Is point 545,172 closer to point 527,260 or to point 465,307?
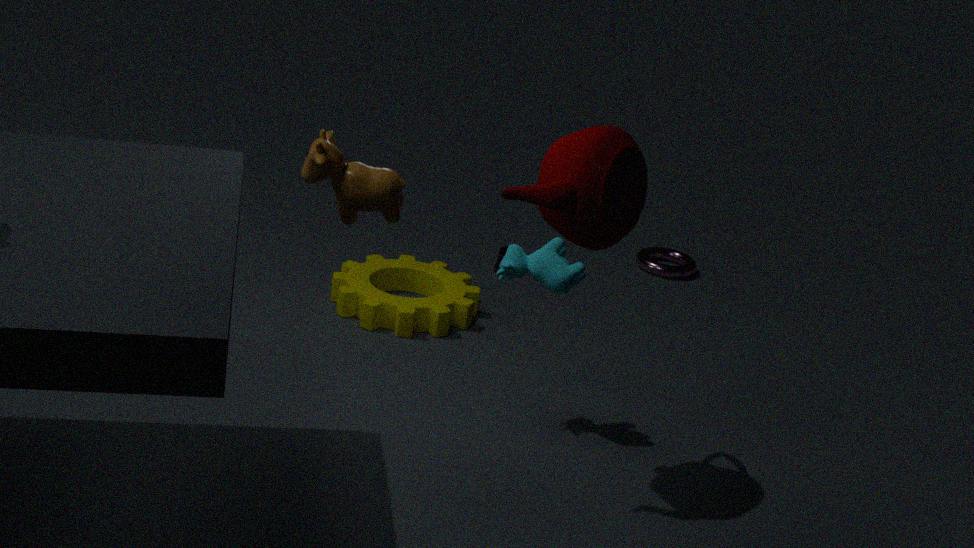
point 527,260
